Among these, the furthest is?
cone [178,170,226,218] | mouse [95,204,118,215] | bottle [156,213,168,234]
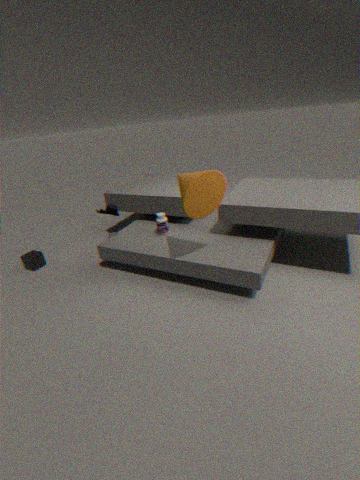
bottle [156,213,168,234]
